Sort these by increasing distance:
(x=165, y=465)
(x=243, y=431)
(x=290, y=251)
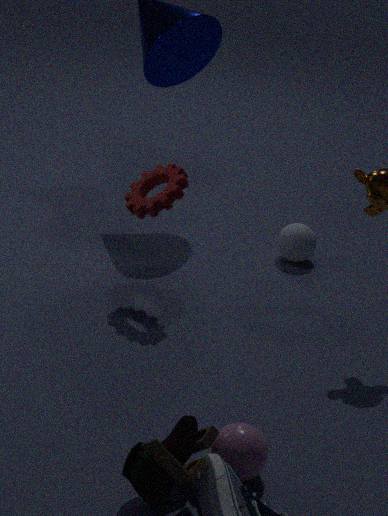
(x=165, y=465) → (x=243, y=431) → (x=290, y=251)
